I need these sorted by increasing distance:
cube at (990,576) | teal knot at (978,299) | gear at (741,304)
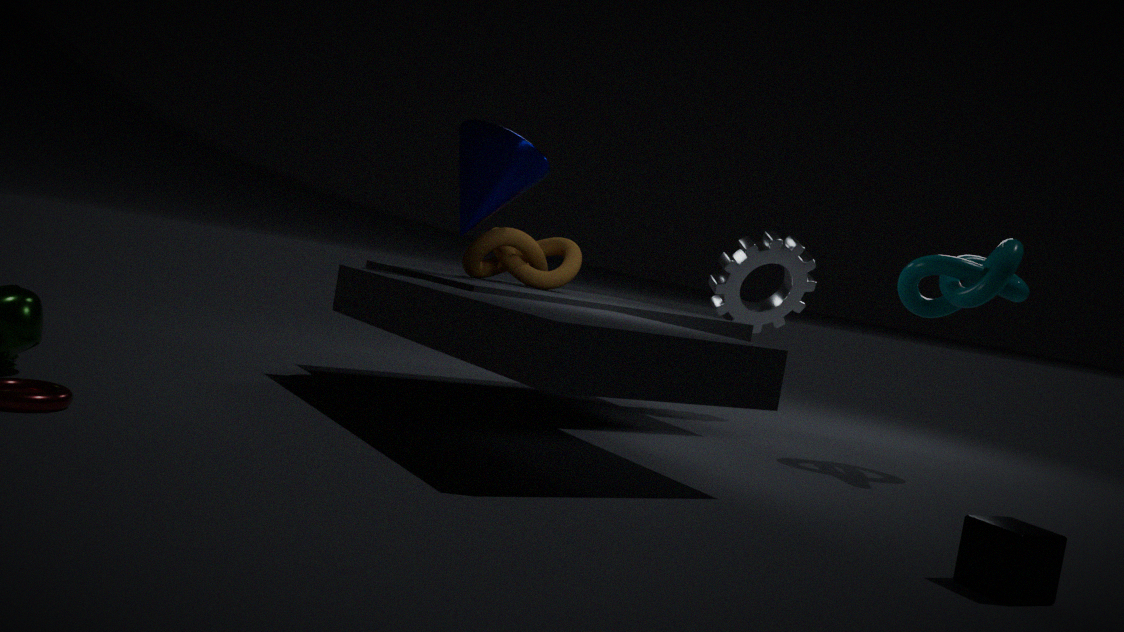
cube at (990,576) → teal knot at (978,299) → gear at (741,304)
